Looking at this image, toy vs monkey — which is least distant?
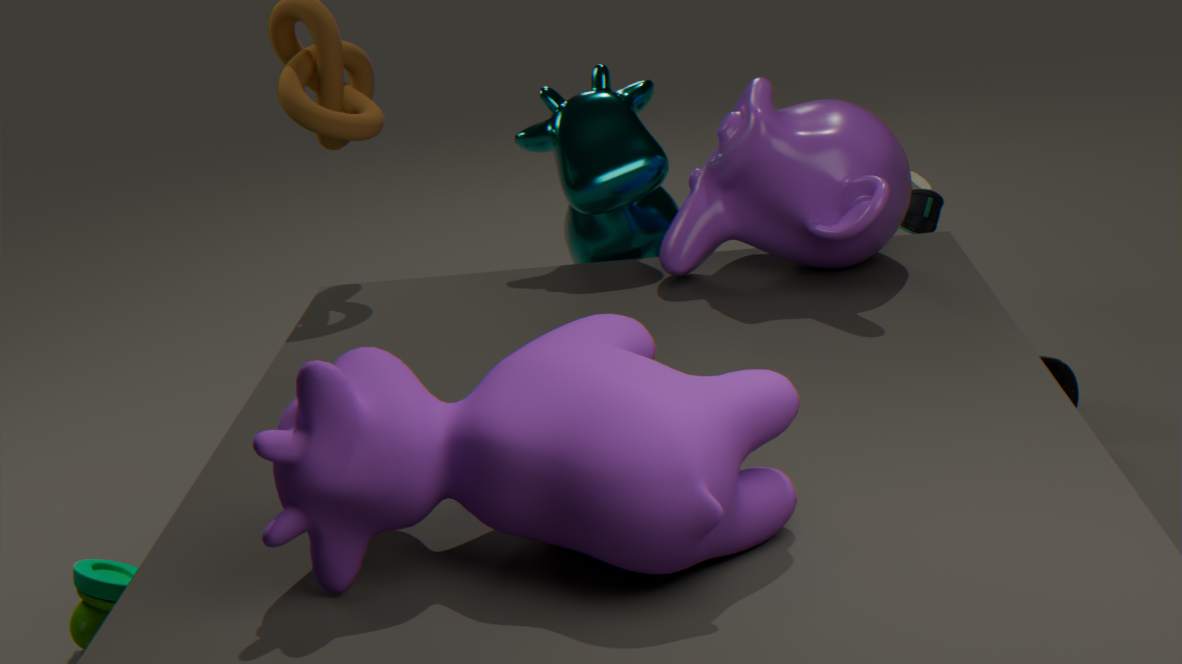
monkey
